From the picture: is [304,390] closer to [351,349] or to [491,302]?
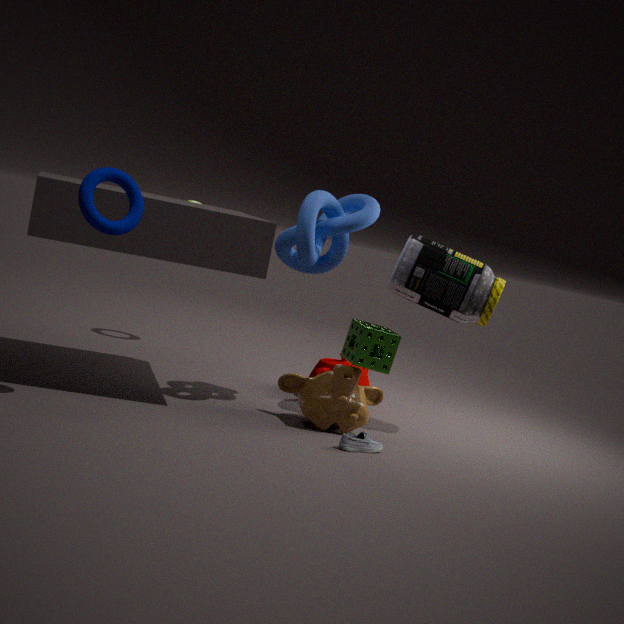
[351,349]
